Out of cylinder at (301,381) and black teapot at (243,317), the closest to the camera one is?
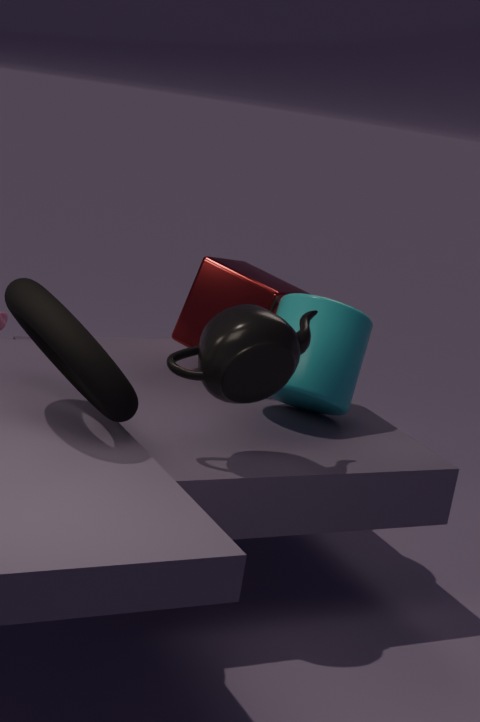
black teapot at (243,317)
